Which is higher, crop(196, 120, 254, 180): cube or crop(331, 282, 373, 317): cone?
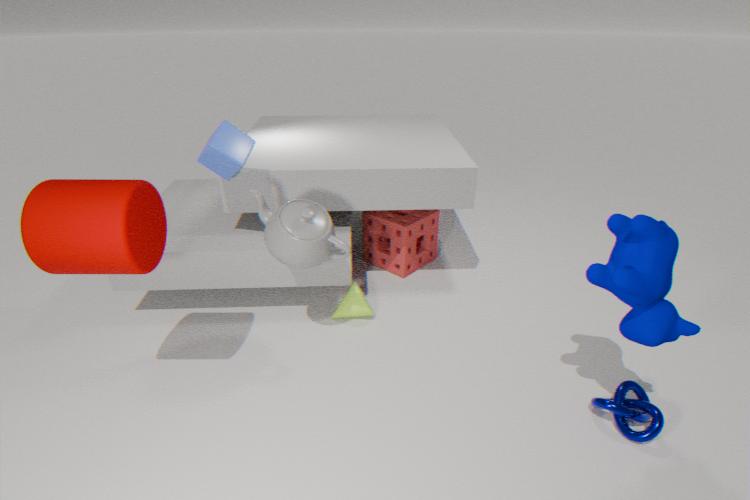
crop(196, 120, 254, 180): cube
